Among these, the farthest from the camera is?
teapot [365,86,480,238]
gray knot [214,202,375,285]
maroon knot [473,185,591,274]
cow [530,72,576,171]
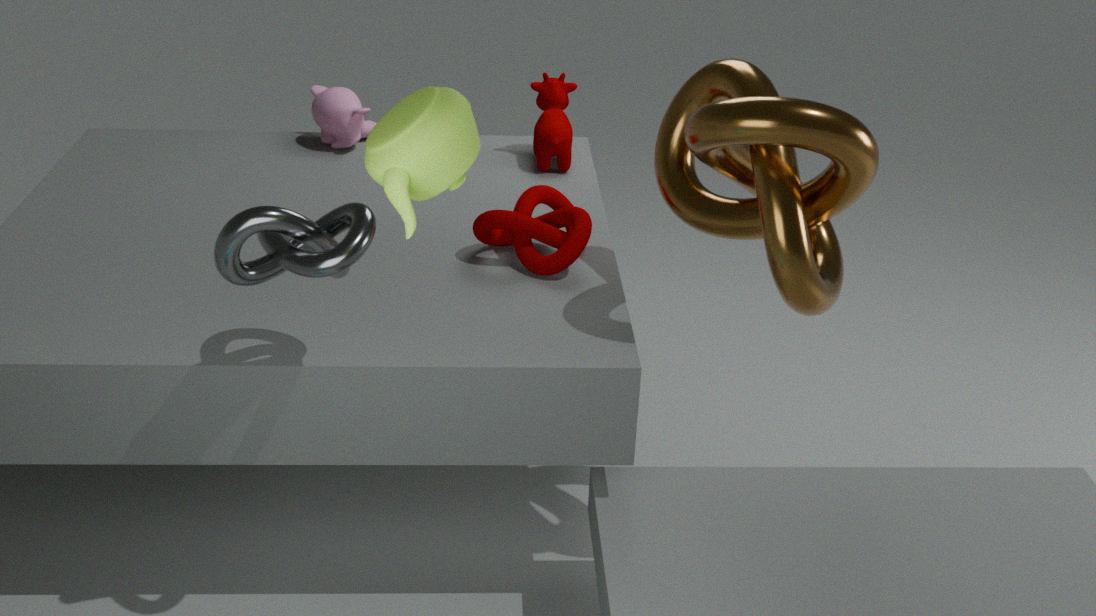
cow [530,72,576,171]
